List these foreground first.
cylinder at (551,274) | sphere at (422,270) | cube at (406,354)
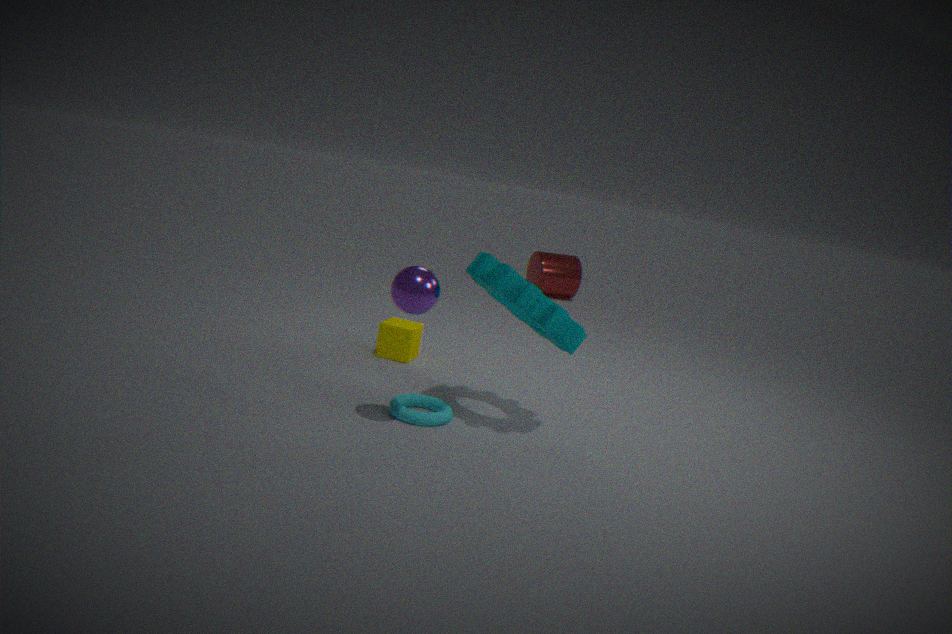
sphere at (422,270) → cube at (406,354) → cylinder at (551,274)
